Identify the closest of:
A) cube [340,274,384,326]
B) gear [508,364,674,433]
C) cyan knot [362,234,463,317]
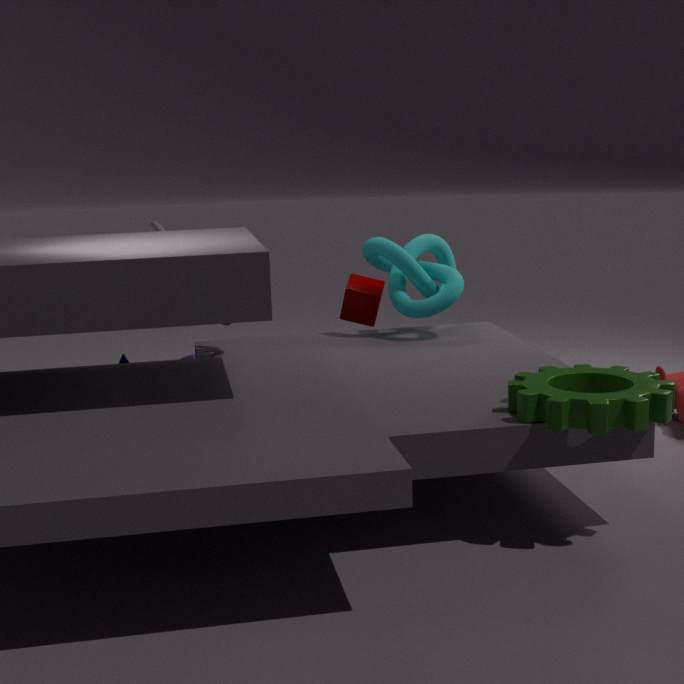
gear [508,364,674,433]
